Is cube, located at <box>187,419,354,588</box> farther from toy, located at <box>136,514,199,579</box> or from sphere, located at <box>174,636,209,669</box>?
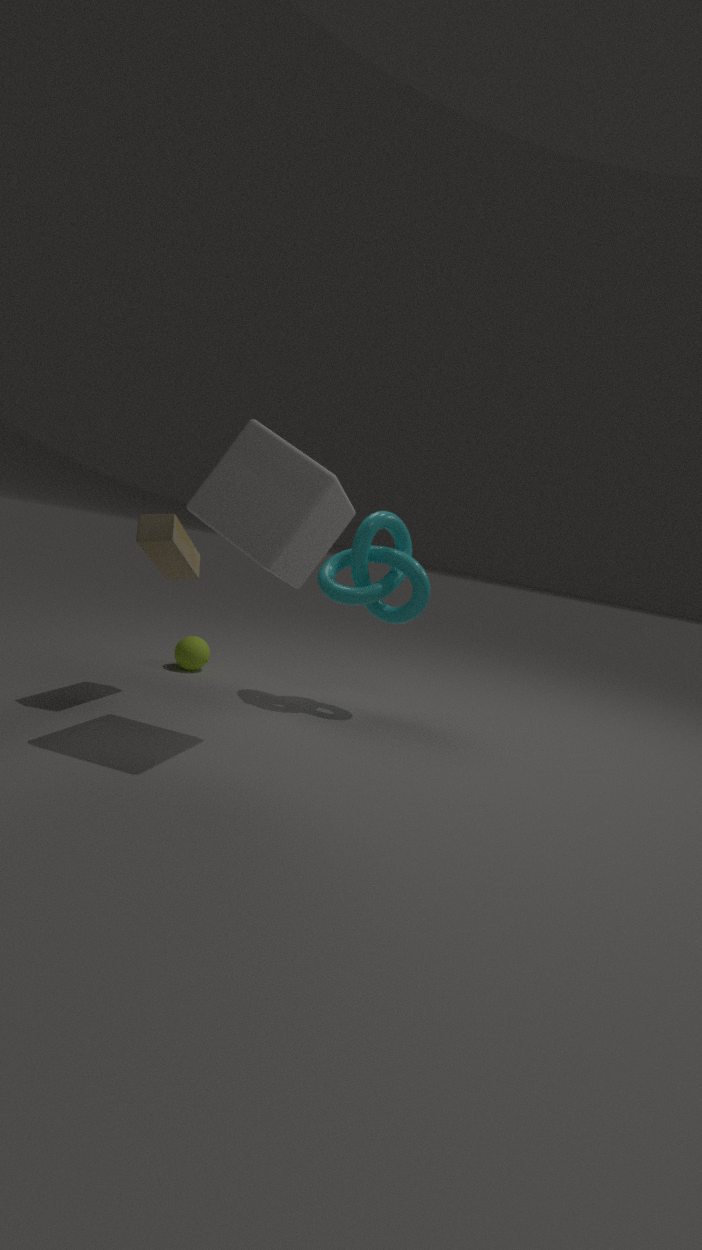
sphere, located at <box>174,636,209,669</box>
